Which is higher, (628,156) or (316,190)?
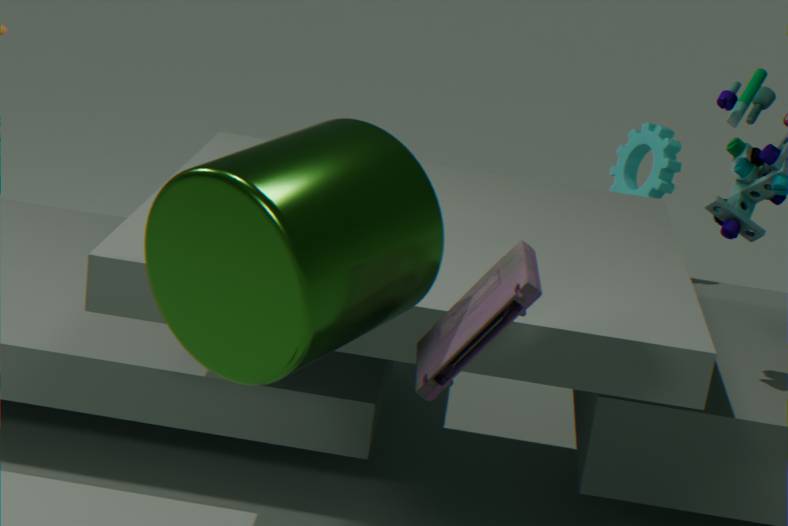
(316,190)
